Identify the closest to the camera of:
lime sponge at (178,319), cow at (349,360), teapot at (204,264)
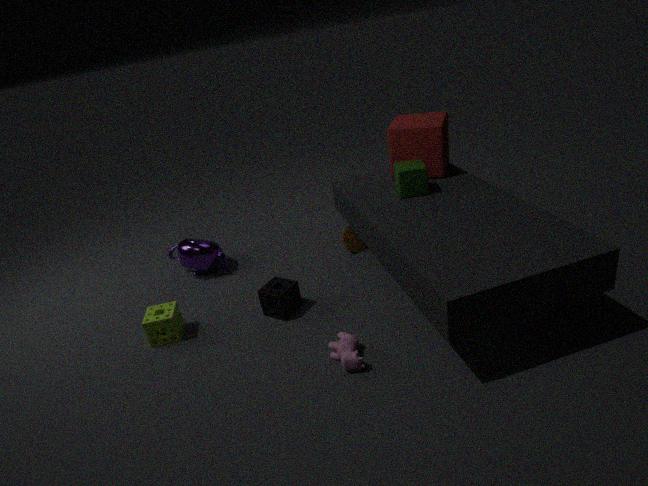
cow at (349,360)
